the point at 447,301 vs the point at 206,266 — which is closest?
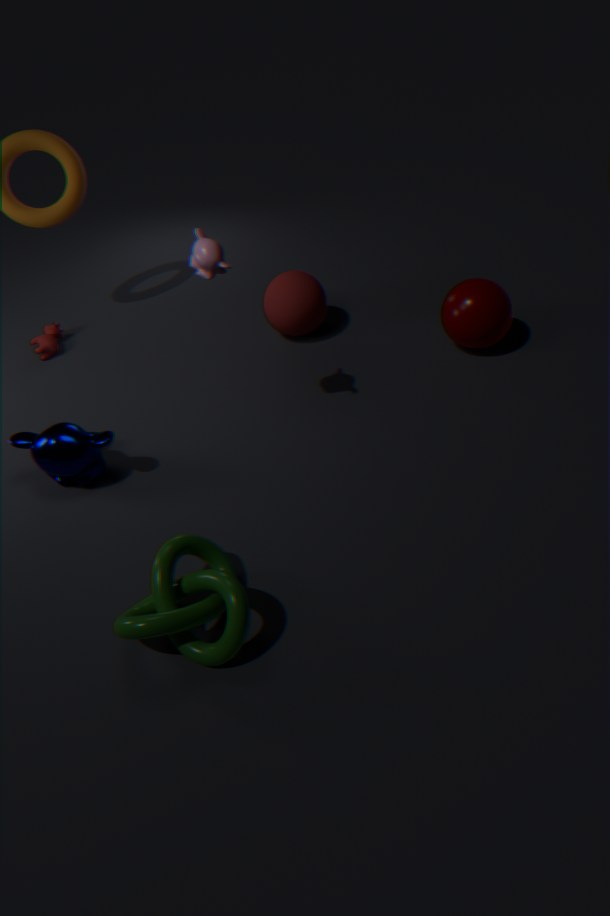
the point at 206,266
